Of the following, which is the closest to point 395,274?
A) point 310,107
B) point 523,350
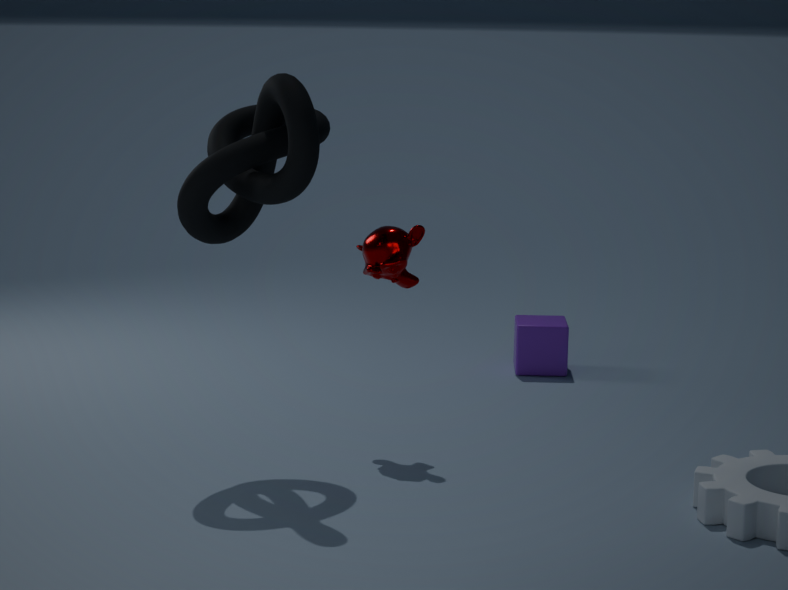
point 310,107
